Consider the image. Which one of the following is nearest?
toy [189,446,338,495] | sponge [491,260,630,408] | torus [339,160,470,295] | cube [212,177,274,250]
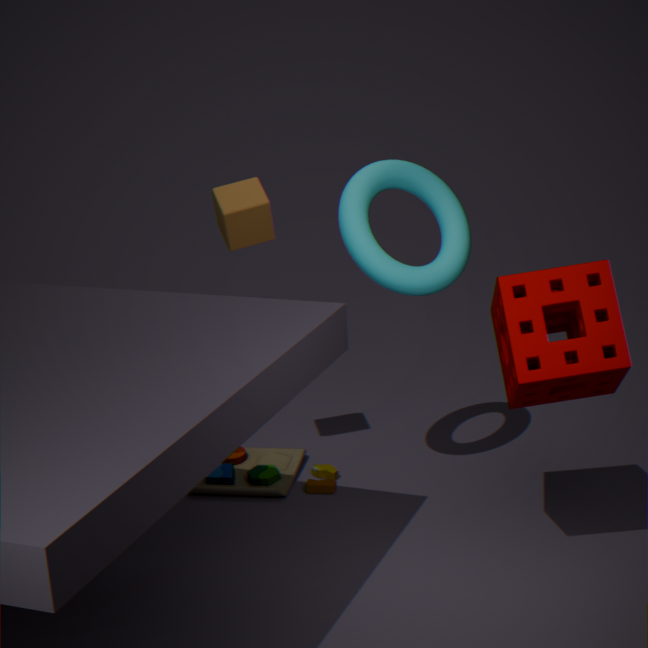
sponge [491,260,630,408]
